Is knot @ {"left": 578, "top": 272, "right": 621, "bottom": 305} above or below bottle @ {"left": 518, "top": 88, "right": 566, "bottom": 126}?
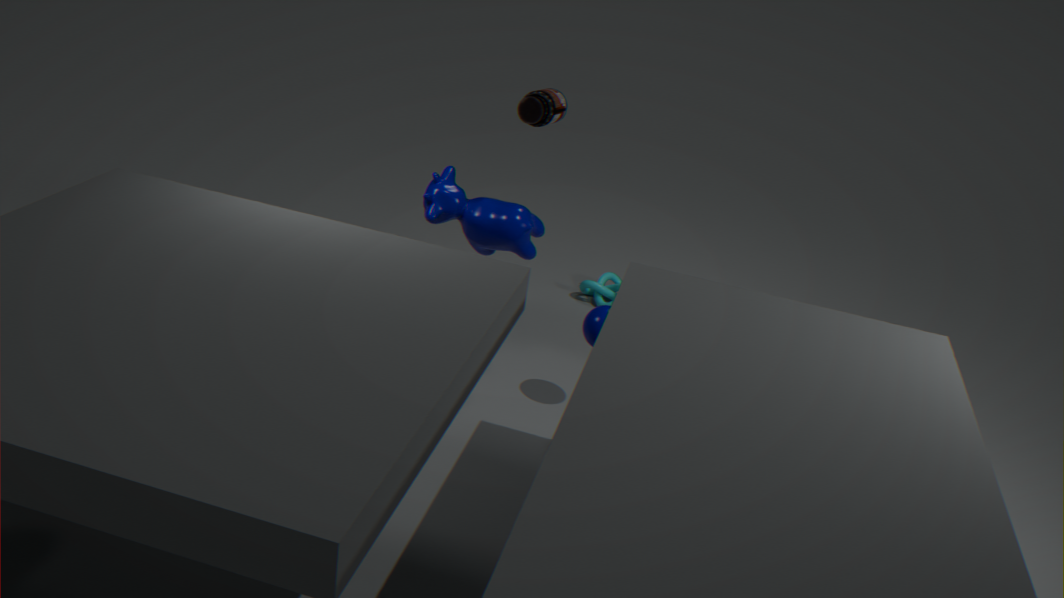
below
